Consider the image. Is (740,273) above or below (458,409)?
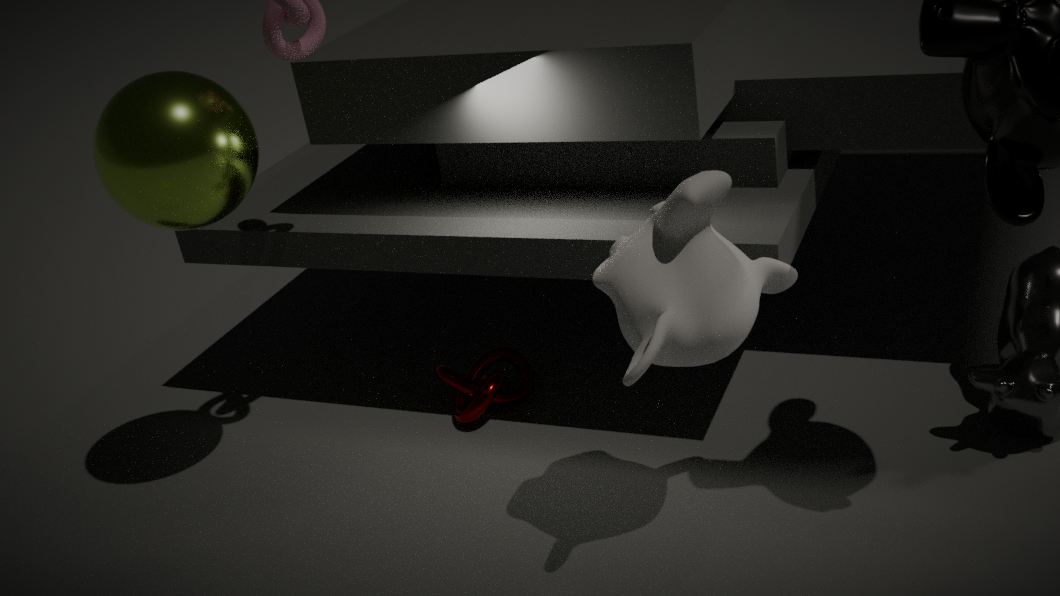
above
